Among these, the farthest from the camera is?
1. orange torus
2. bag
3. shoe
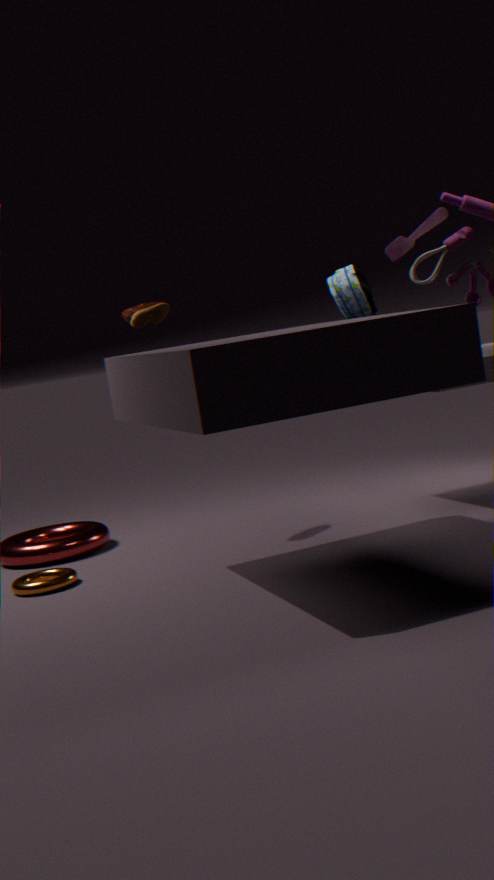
shoe
